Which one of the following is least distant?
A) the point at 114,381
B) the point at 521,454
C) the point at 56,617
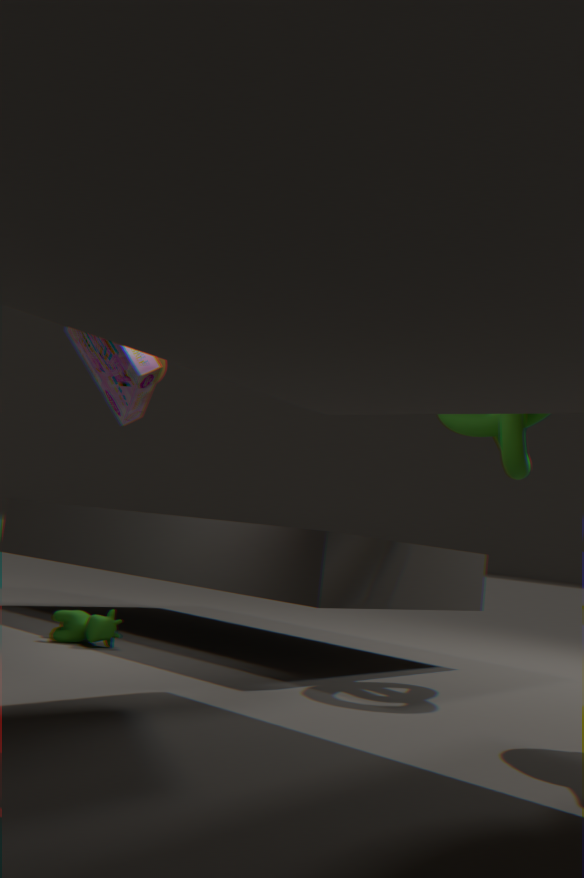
the point at 114,381
